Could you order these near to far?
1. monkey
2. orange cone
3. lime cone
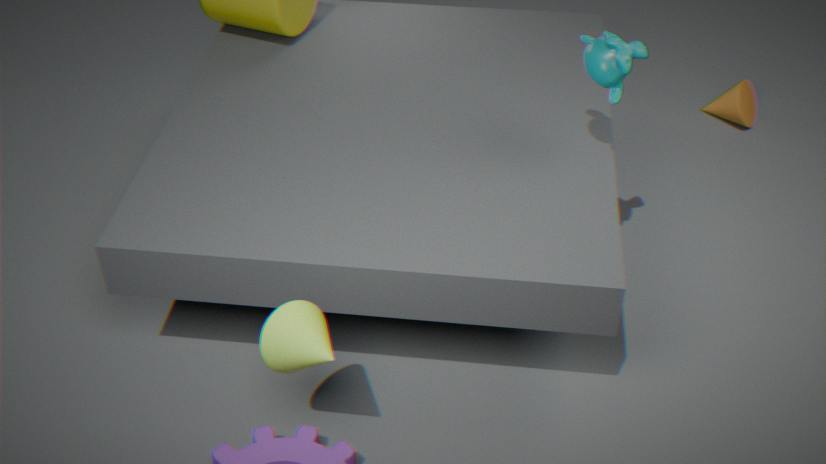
lime cone
monkey
orange cone
